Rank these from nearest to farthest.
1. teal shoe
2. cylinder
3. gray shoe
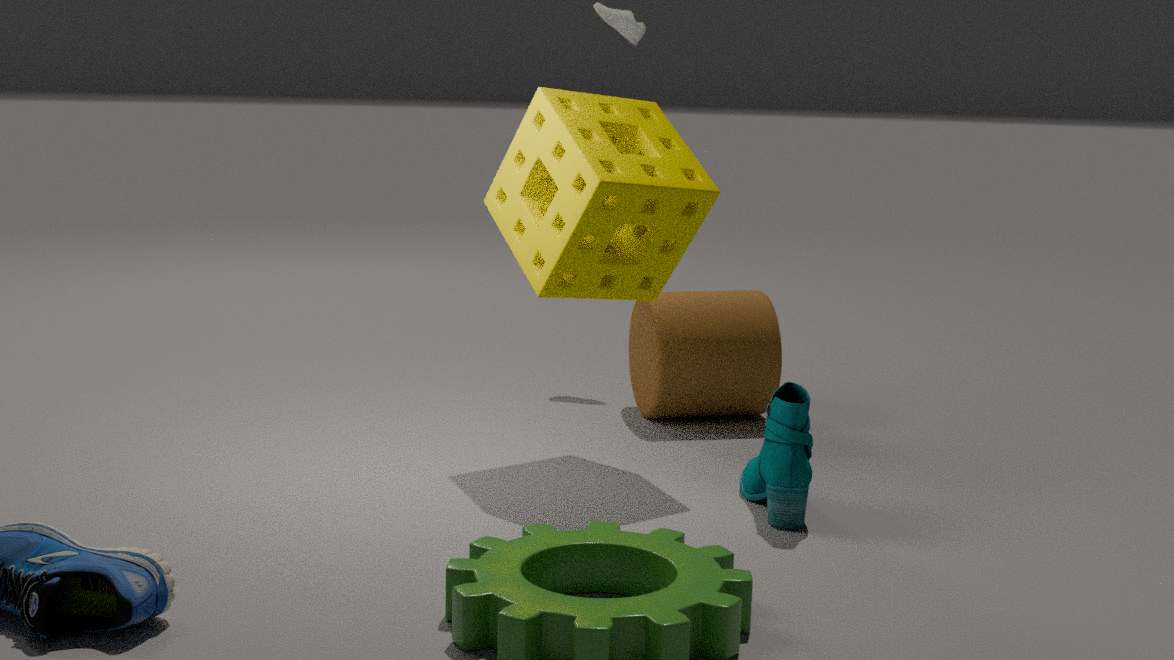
teal shoe, cylinder, gray shoe
